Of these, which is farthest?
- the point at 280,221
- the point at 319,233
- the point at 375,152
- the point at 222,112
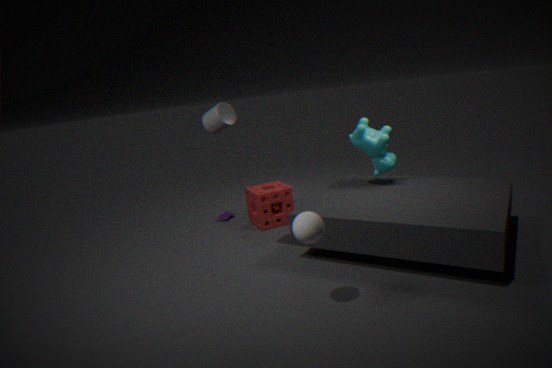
the point at 280,221
